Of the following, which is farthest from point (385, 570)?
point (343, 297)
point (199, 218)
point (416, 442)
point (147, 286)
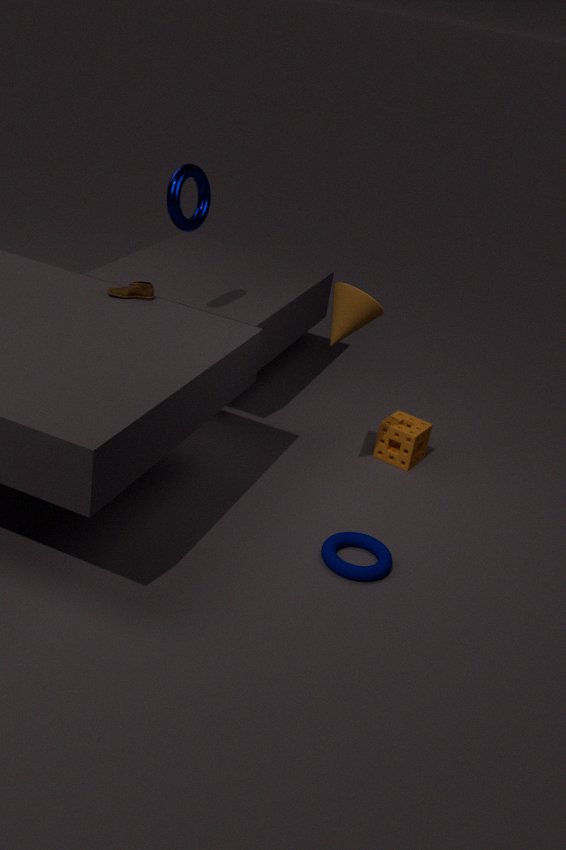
point (199, 218)
